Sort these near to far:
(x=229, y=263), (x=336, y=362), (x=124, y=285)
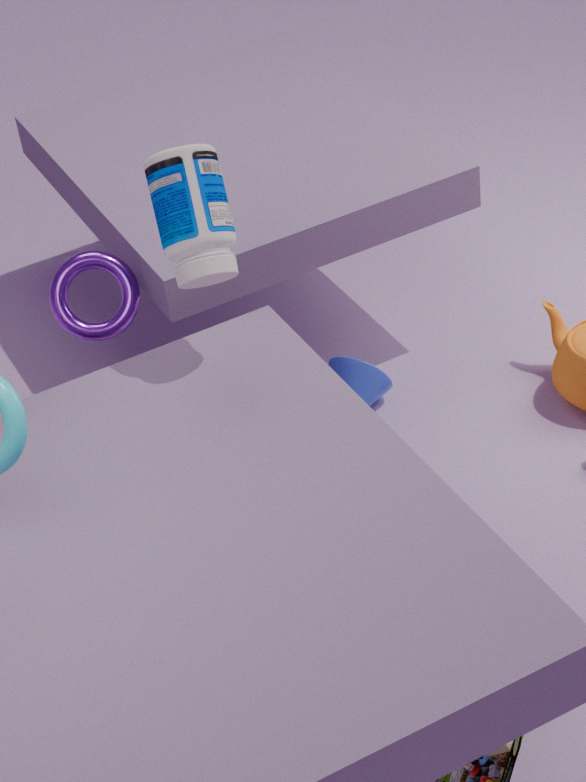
(x=229, y=263) → (x=124, y=285) → (x=336, y=362)
